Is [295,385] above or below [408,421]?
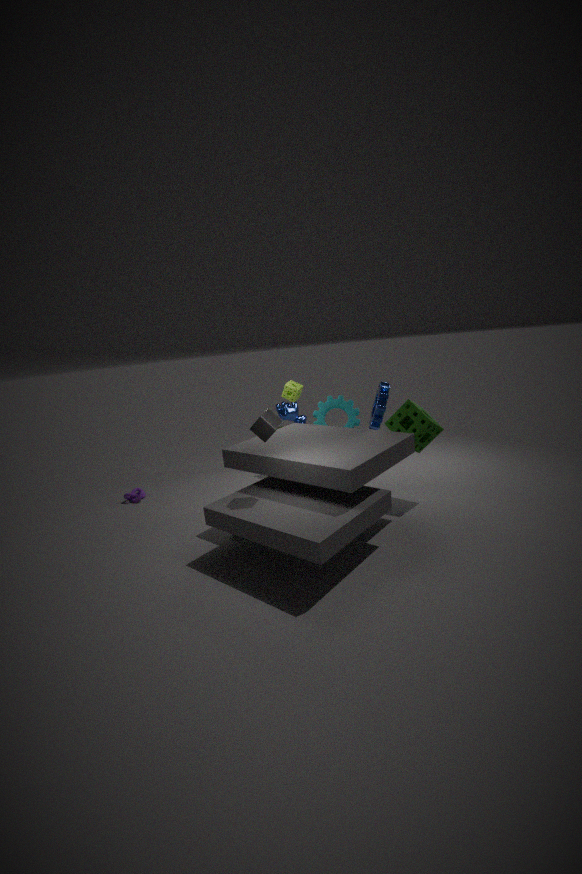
above
